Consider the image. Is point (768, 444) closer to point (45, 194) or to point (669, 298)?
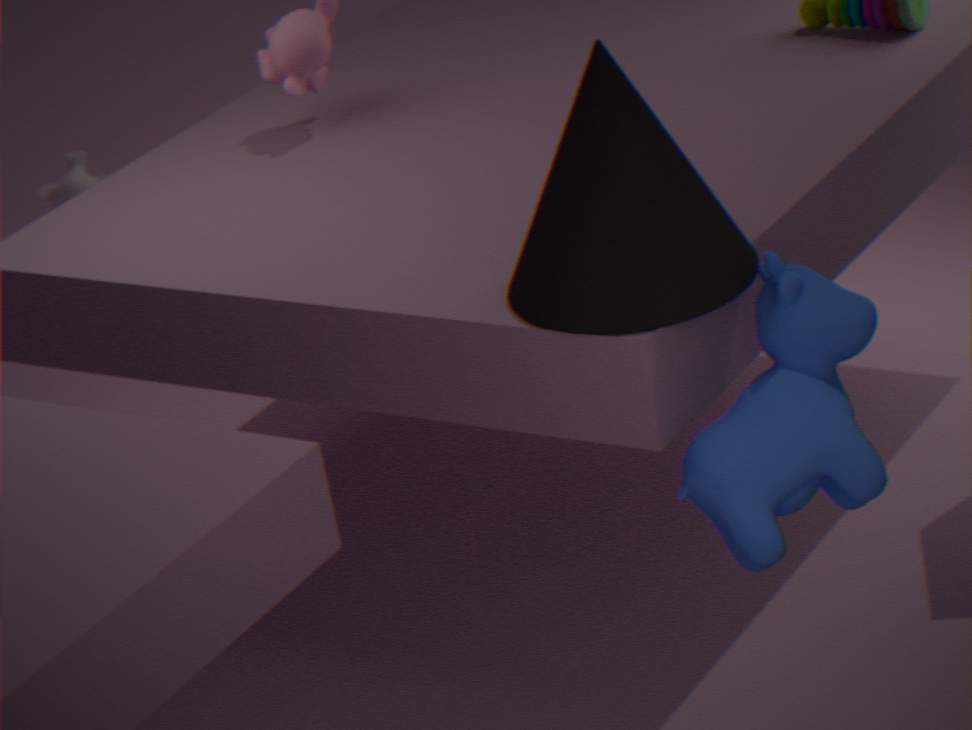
point (669, 298)
